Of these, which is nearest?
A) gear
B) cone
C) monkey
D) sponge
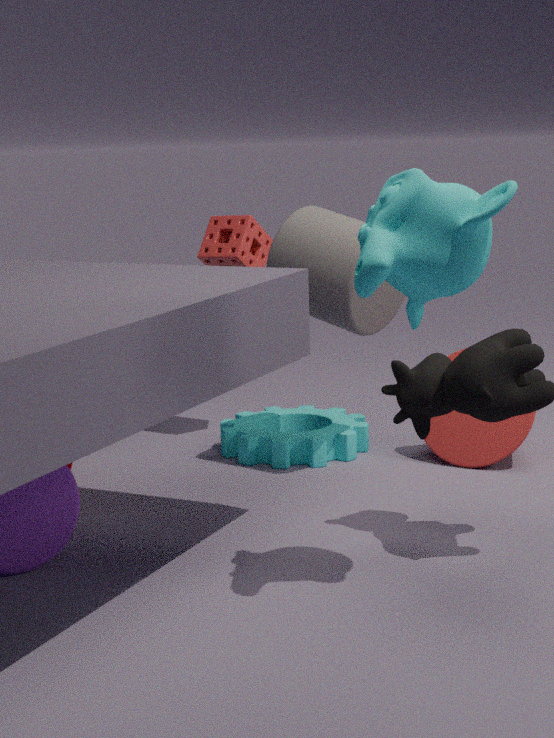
monkey
